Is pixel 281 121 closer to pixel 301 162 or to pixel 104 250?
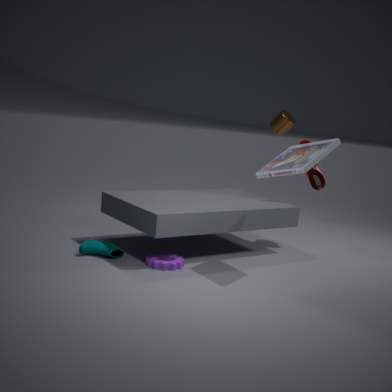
pixel 301 162
